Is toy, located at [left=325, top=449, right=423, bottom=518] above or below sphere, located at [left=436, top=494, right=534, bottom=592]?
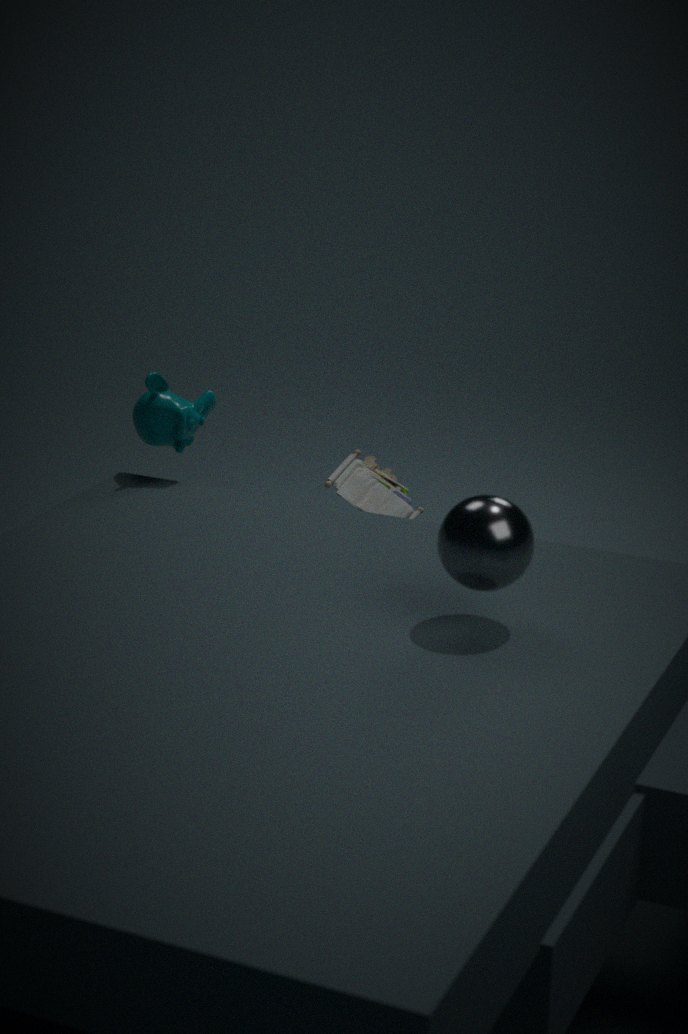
→ below
